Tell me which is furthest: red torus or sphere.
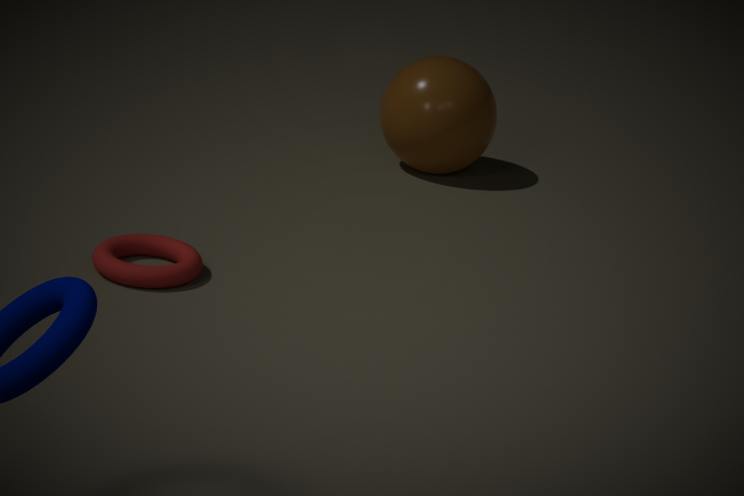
sphere
